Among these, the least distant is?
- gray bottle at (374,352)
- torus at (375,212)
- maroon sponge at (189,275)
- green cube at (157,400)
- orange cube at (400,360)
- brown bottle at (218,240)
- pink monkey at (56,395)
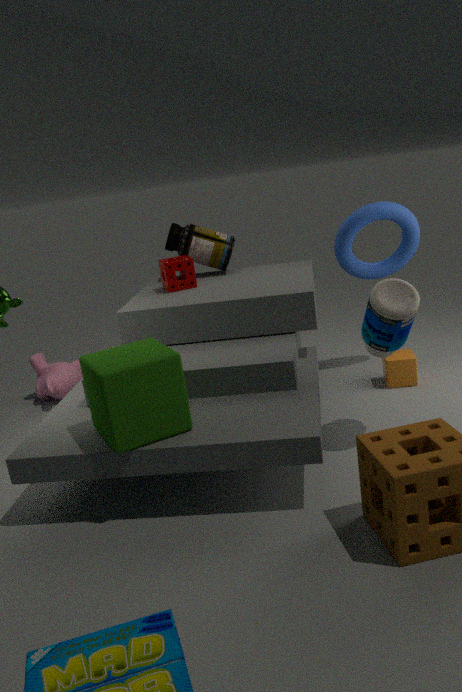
green cube at (157,400)
